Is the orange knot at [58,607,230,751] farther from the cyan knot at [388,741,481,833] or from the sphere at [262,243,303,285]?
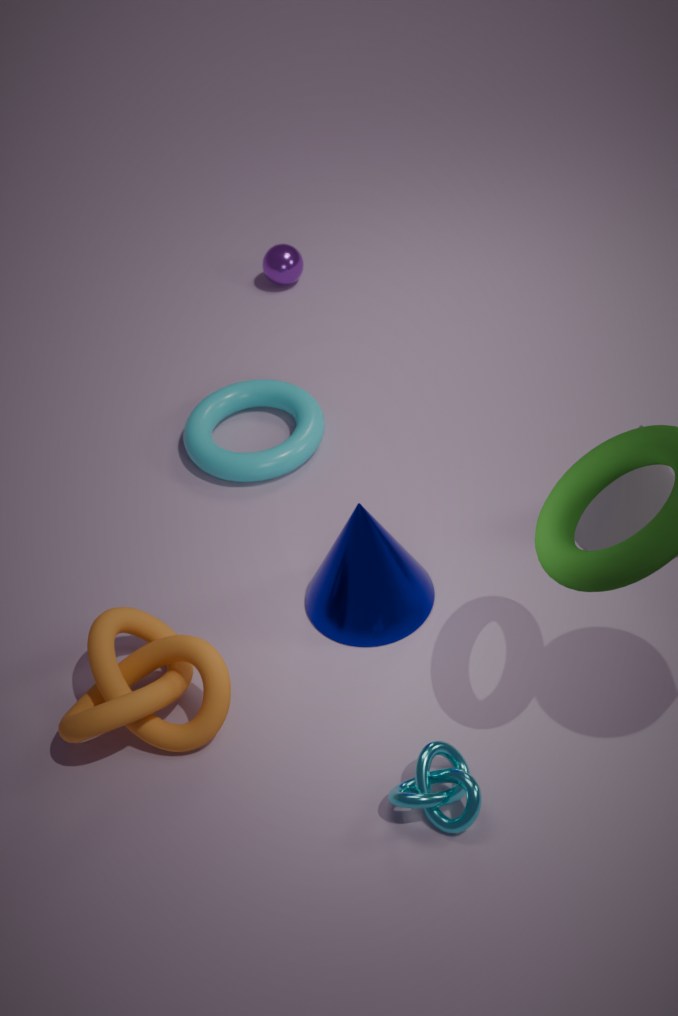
the sphere at [262,243,303,285]
